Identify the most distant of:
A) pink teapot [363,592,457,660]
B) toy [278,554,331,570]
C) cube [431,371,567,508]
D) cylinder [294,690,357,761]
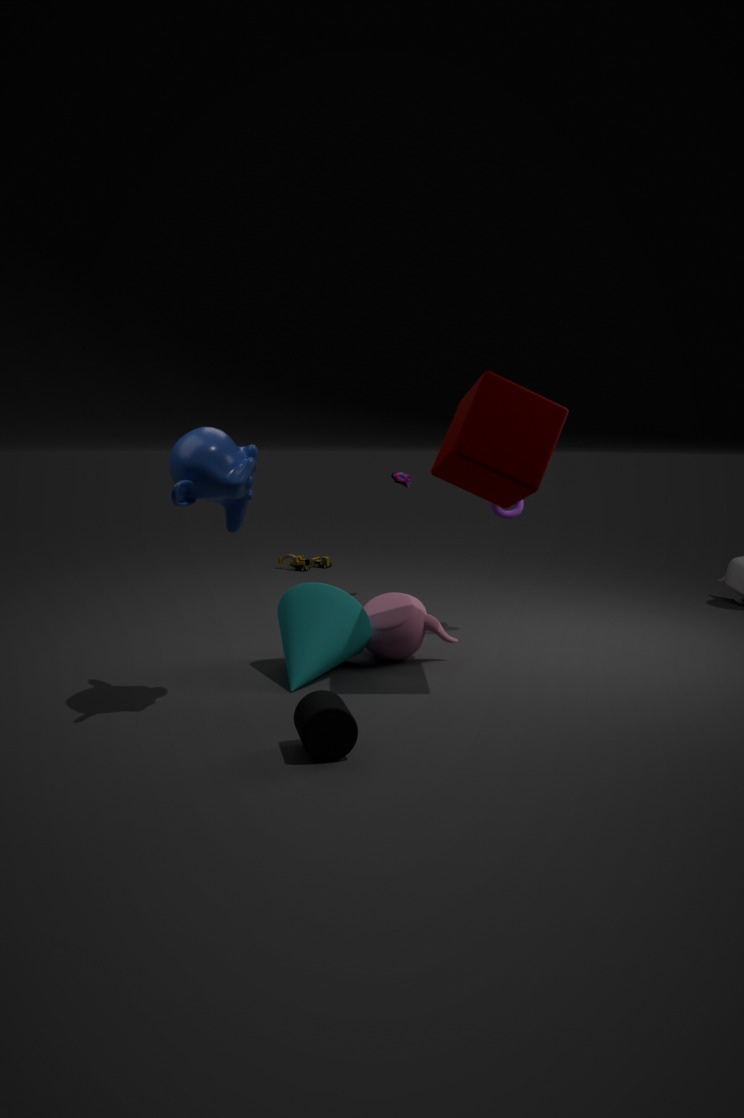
toy [278,554,331,570]
